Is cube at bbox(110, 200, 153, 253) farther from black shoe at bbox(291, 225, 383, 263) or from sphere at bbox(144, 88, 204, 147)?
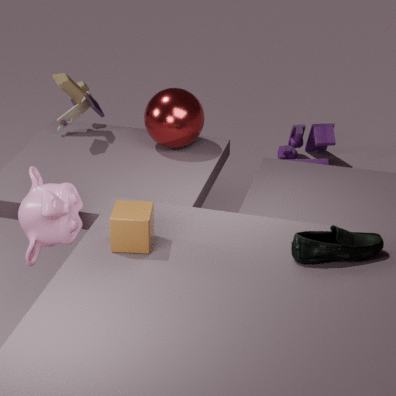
sphere at bbox(144, 88, 204, 147)
